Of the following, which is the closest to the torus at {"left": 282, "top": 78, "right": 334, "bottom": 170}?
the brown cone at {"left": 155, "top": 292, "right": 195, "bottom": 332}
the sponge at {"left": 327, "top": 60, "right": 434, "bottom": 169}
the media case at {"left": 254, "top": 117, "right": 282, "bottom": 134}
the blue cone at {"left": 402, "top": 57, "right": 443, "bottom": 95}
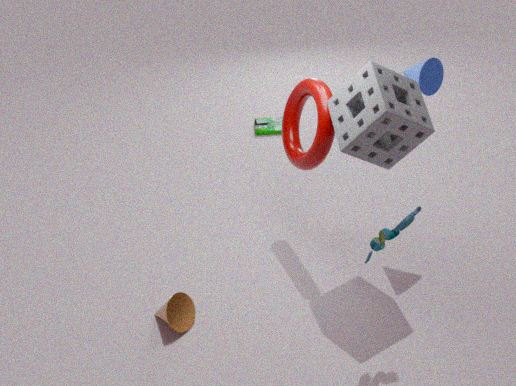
the sponge at {"left": 327, "top": 60, "right": 434, "bottom": 169}
